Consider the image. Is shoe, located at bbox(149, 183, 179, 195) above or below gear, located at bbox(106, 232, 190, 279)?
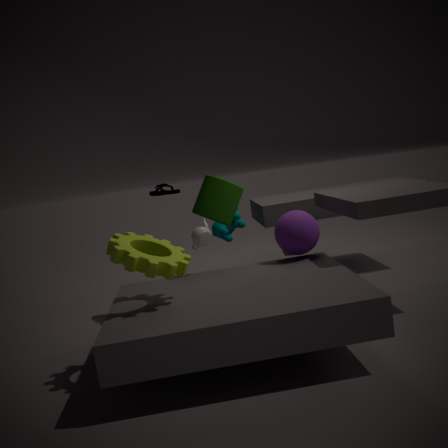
above
